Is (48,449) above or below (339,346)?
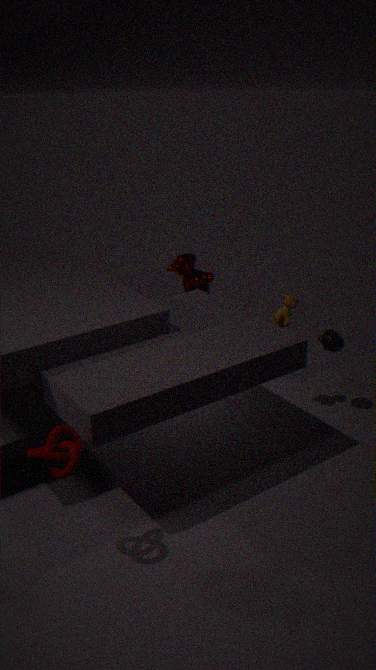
above
